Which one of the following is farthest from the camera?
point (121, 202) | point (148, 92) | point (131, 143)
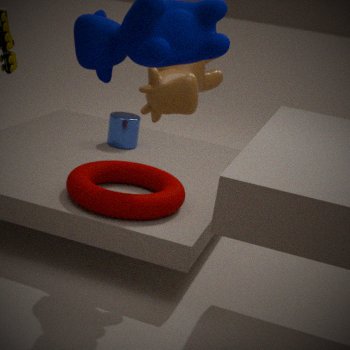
point (131, 143)
